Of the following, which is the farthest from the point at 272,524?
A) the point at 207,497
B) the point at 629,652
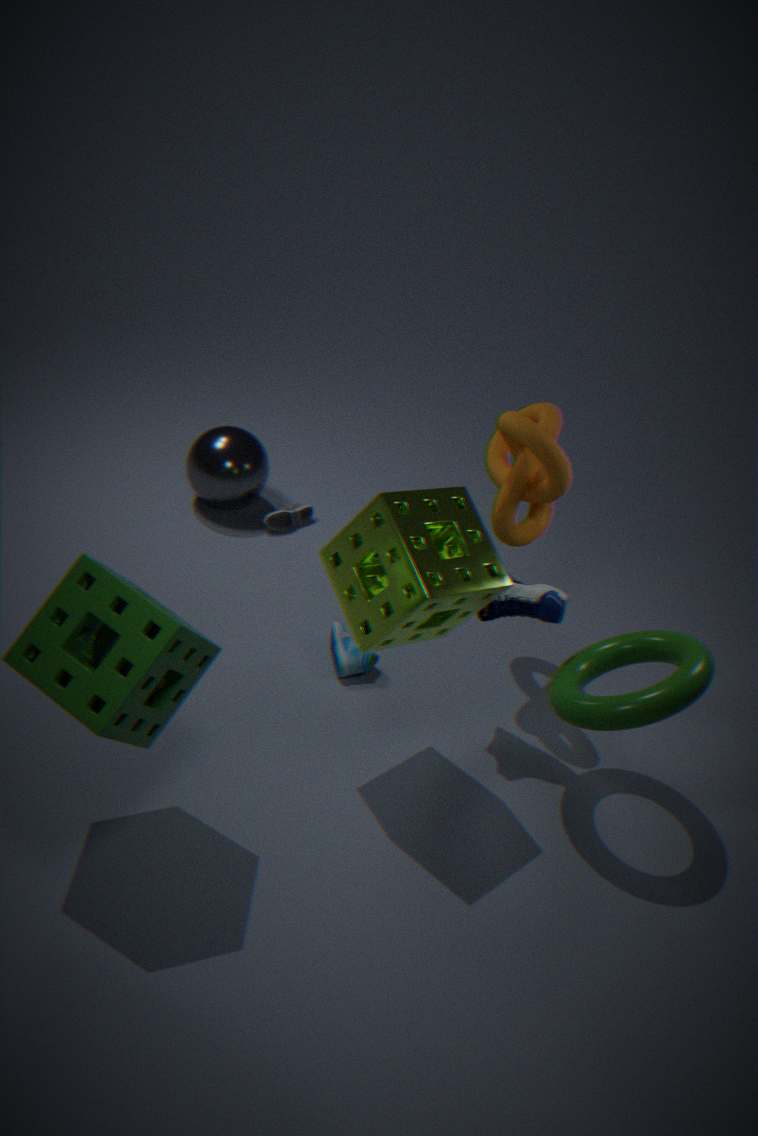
the point at 629,652
